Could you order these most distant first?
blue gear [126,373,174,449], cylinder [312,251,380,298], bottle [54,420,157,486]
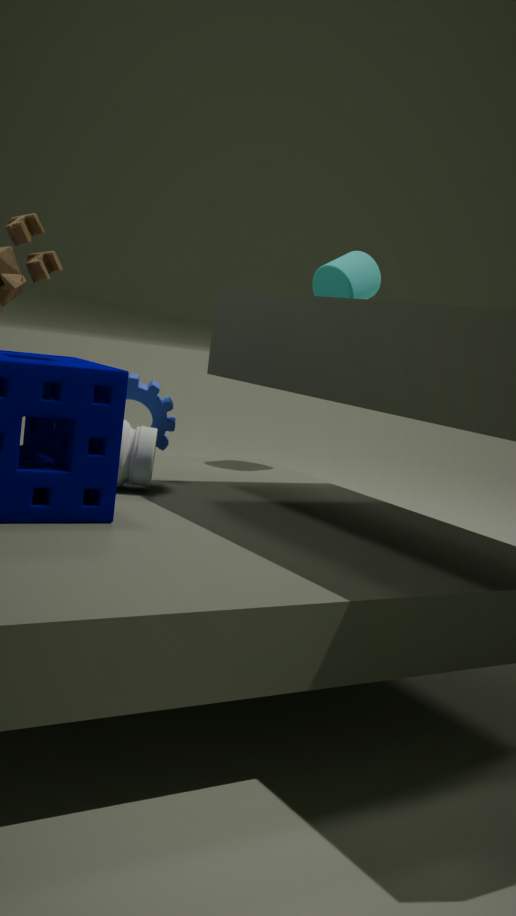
cylinder [312,251,380,298]
blue gear [126,373,174,449]
bottle [54,420,157,486]
